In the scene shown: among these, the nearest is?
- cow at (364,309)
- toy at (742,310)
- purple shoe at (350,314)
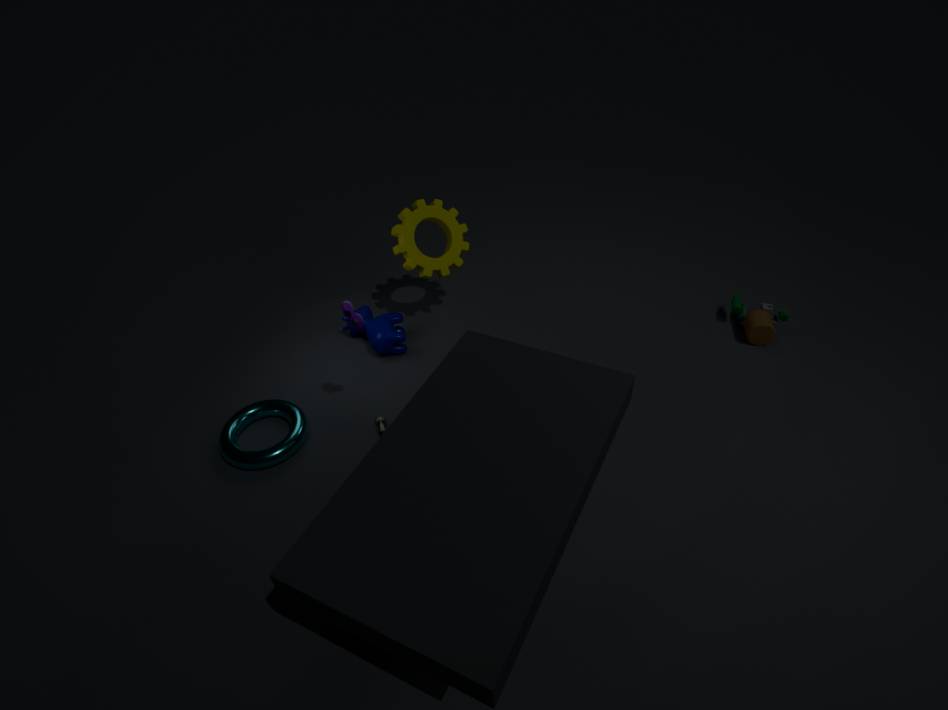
purple shoe at (350,314)
